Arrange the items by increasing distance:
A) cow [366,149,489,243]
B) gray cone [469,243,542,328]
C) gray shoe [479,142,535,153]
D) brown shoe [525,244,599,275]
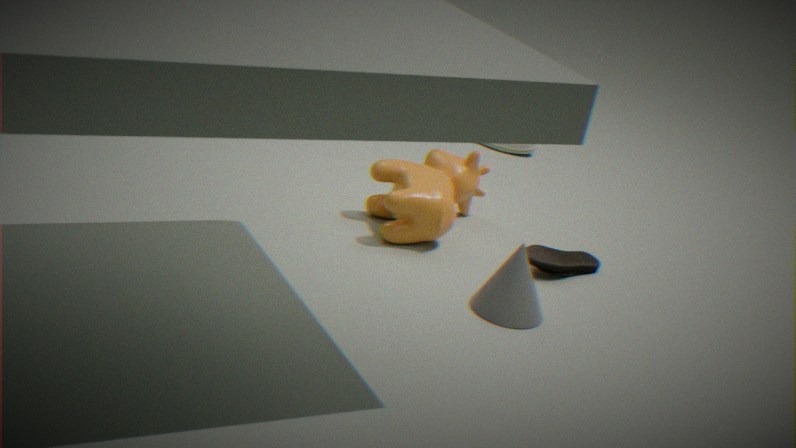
gray cone [469,243,542,328]
cow [366,149,489,243]
brown shoe [525,244,599,275]
gray shoe [479,142,535,153]
